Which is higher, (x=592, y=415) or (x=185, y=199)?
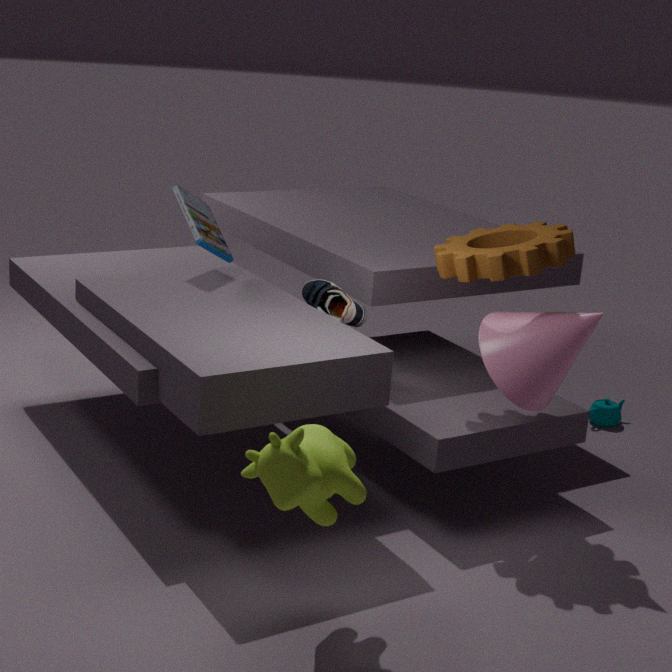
(x=185, y=199)
